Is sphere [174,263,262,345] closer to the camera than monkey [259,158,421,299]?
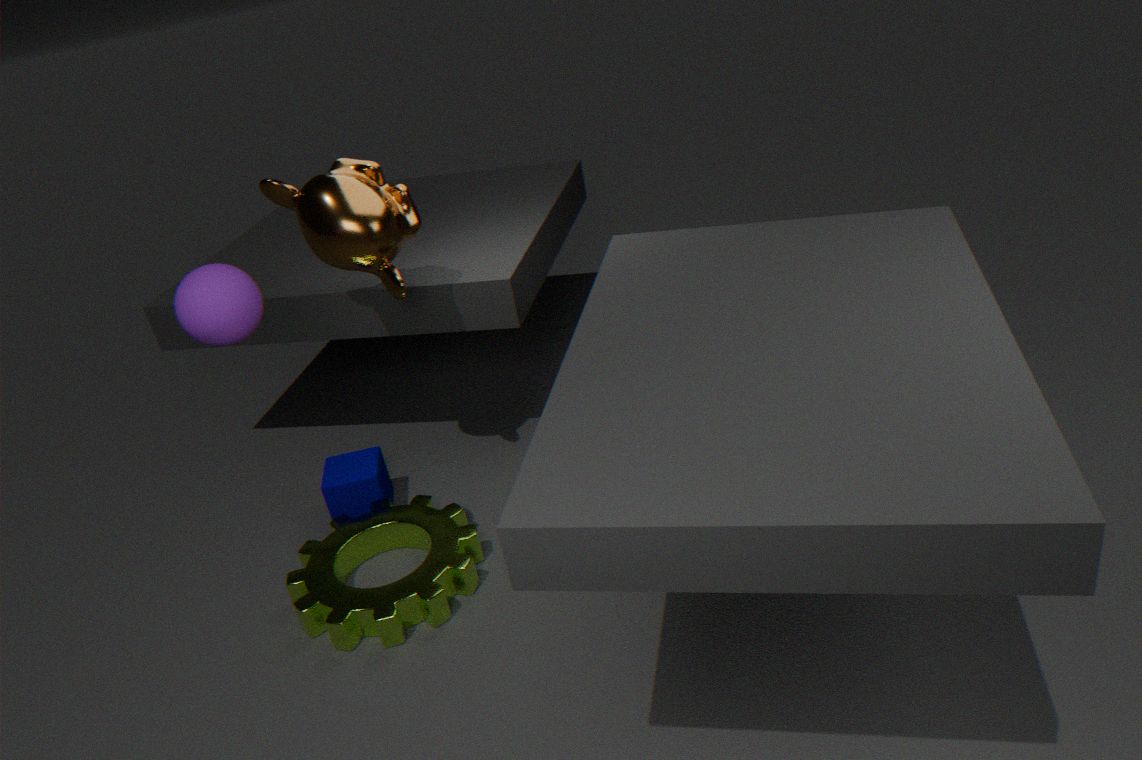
Yes
